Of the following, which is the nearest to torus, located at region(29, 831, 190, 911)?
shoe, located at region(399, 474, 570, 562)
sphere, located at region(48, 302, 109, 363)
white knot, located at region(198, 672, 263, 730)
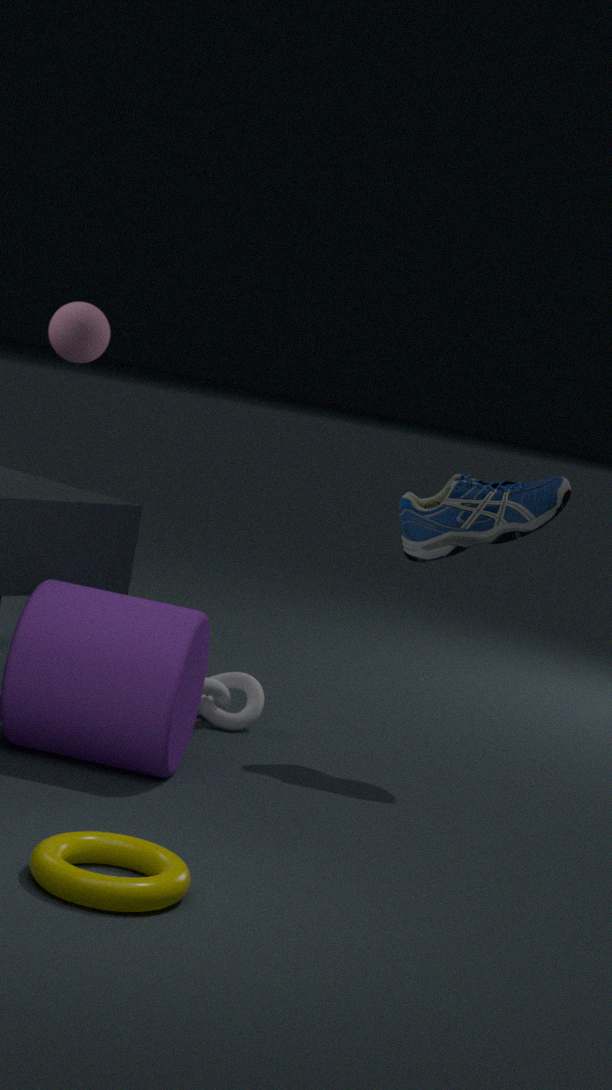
white knot, located at region(198, 672, 263, 730)
